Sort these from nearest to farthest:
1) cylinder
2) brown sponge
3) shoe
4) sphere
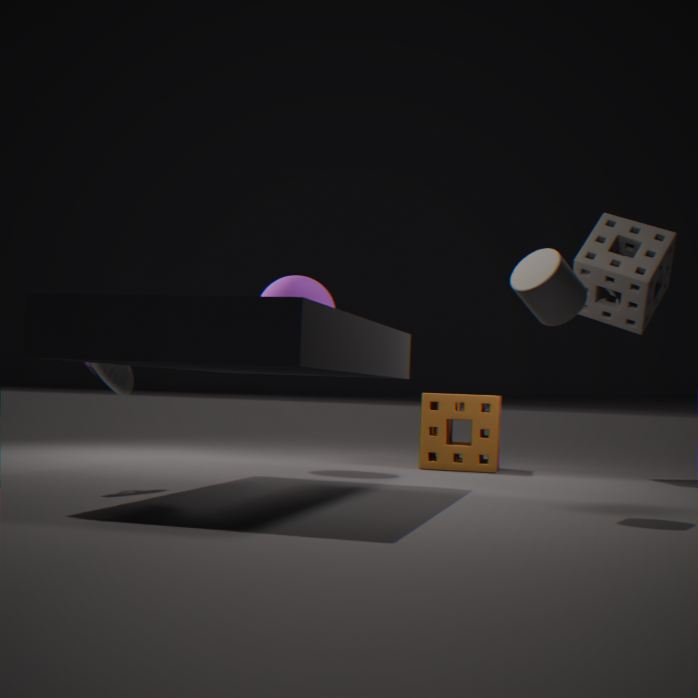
1. cylinder → 3. shoe → 4. sphere → 2. brown sponge
